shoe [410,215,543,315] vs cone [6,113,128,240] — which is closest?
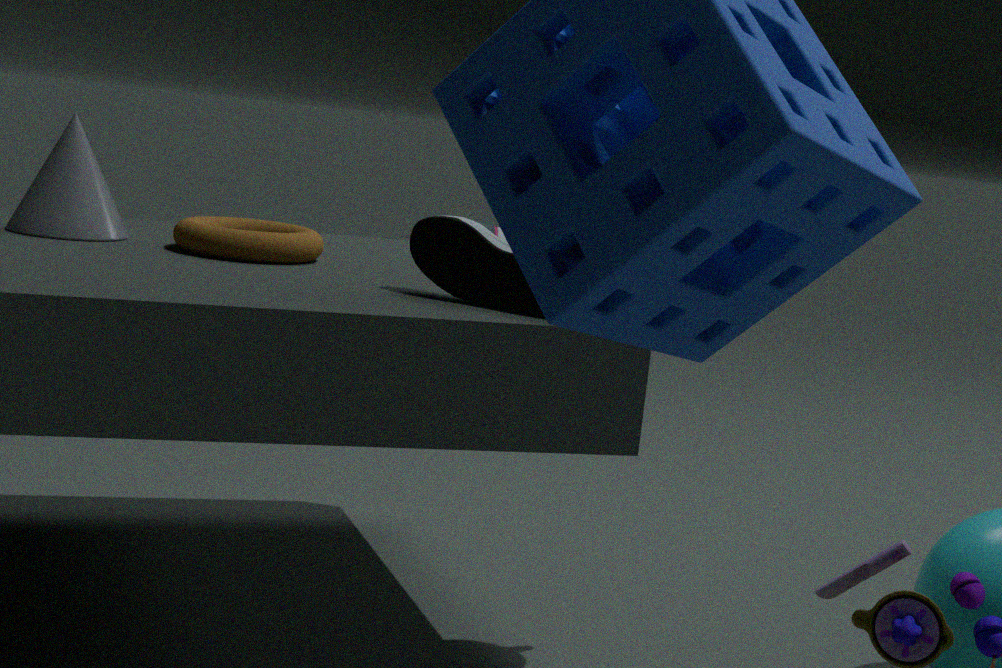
shoe [410,215,543,315]
